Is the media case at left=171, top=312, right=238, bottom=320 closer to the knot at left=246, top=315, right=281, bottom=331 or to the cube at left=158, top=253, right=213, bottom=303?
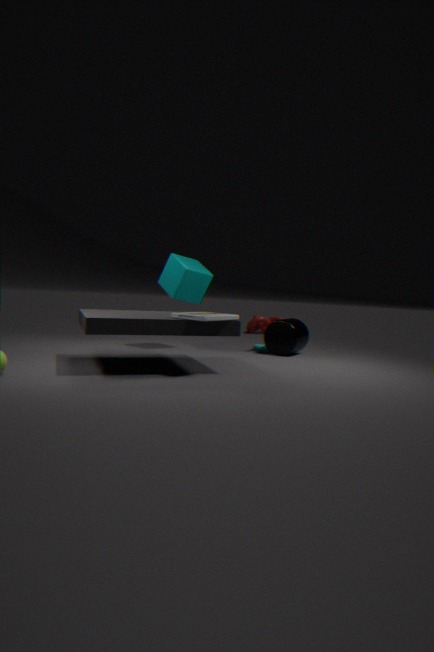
the cube at left=158, top=253, right=213, bottom=303
